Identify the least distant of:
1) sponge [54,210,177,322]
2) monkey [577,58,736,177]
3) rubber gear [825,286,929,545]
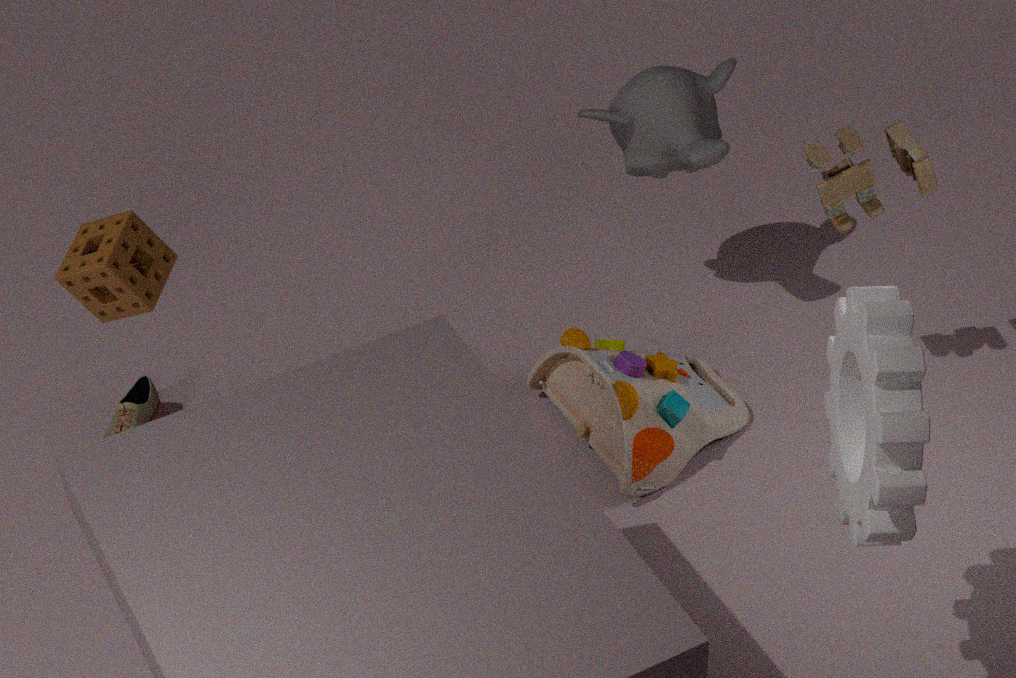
3. rubber gear [825,286,929,545]
